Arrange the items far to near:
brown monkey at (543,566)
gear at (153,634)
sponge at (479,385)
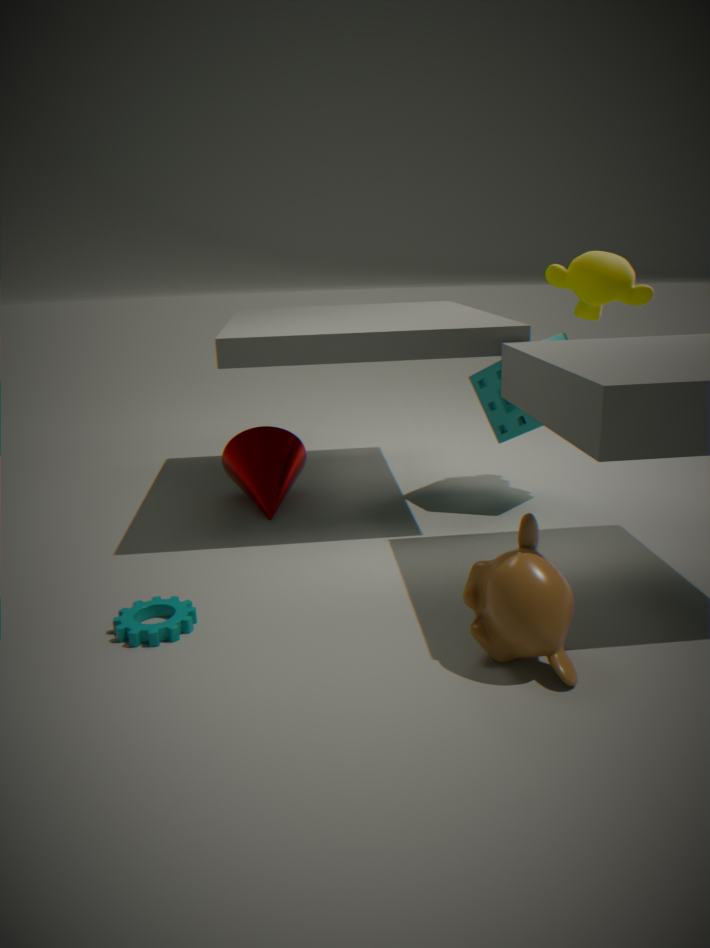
sponge at (479,385) → gear at (153,634) → brown monkey at (543,566)
